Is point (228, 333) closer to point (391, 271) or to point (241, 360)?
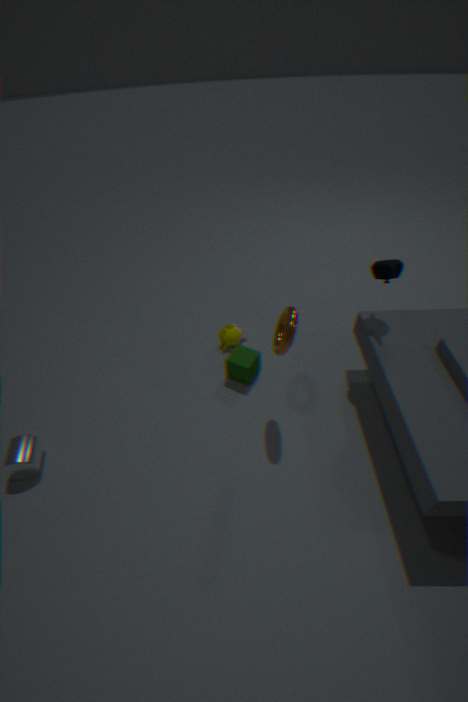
point (241, 360)
